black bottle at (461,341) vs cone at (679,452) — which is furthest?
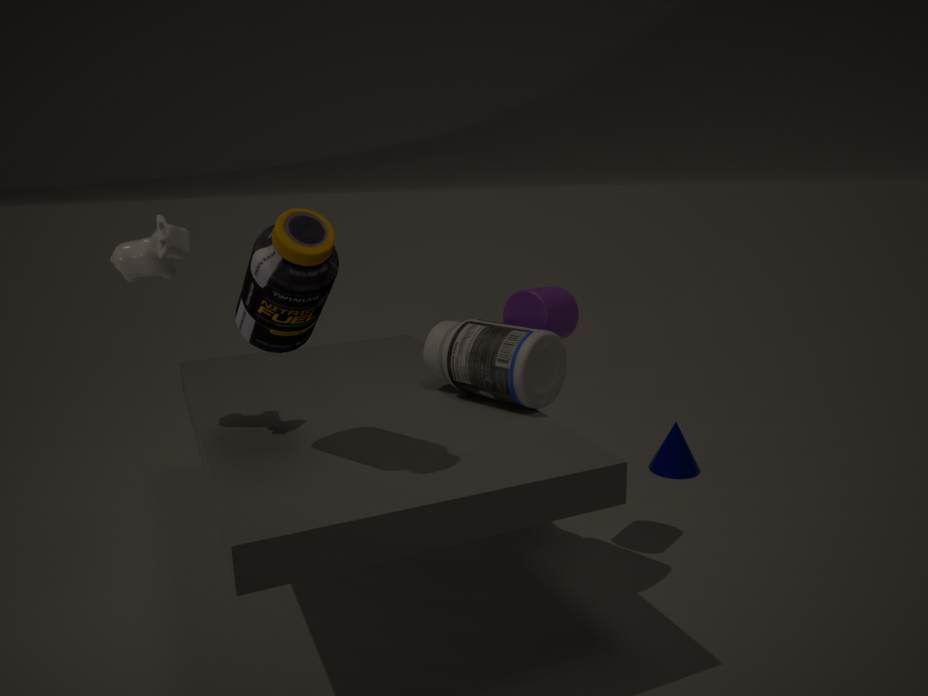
cone at (679,452)
